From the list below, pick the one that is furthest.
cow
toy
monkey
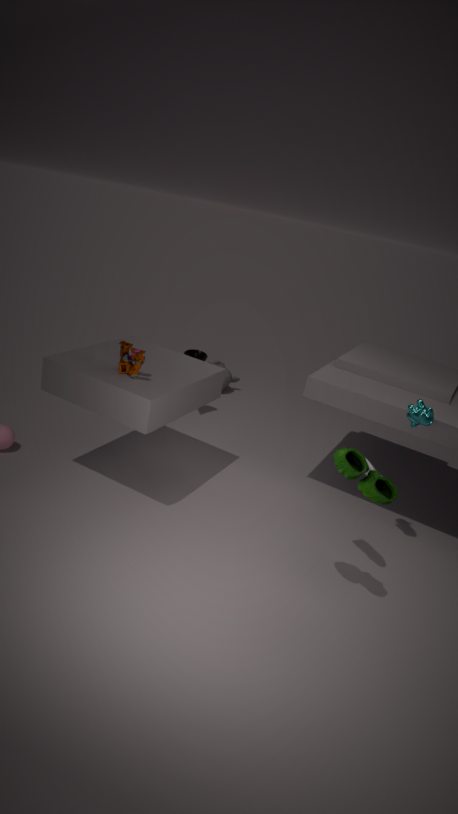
monkey
